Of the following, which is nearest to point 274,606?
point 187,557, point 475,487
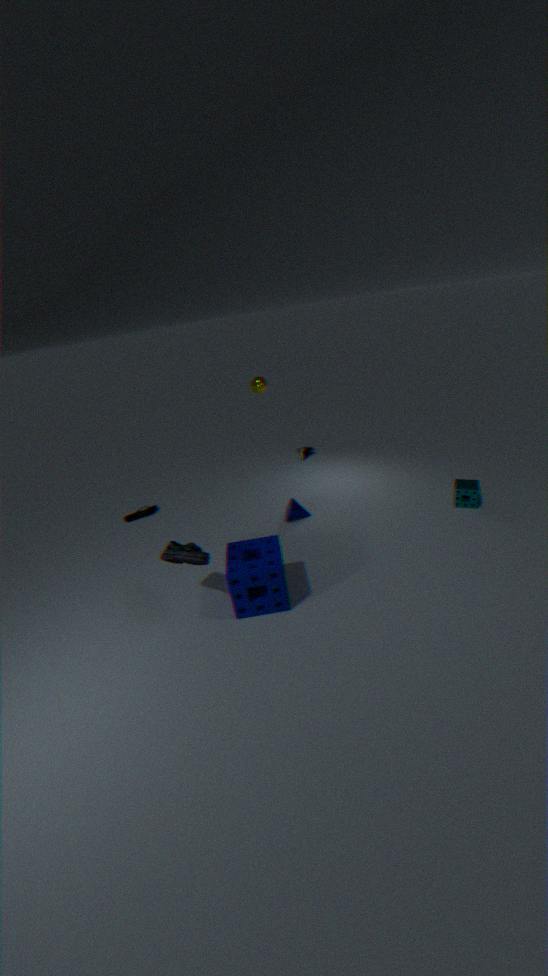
point 187,557
